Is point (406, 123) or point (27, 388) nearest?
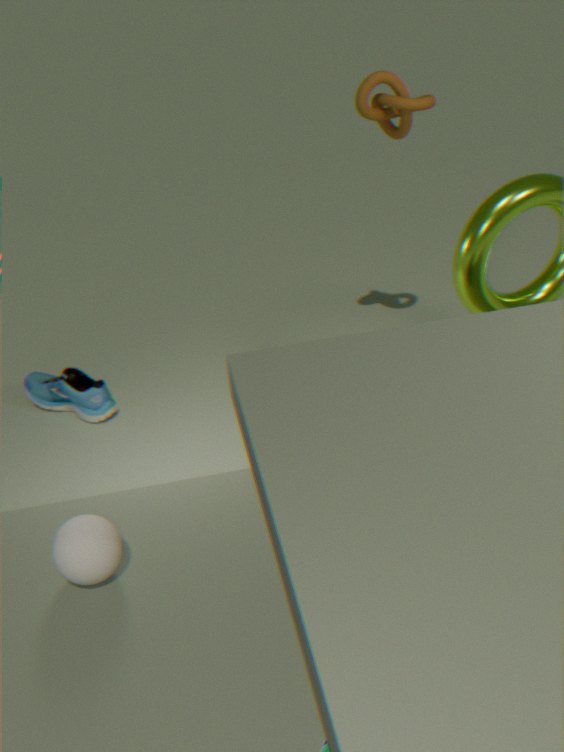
point (406, 123)
